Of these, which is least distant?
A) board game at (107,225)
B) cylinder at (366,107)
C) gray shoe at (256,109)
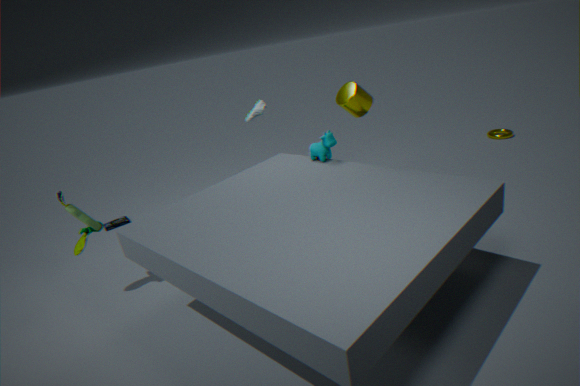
cylinder at (366,107)
